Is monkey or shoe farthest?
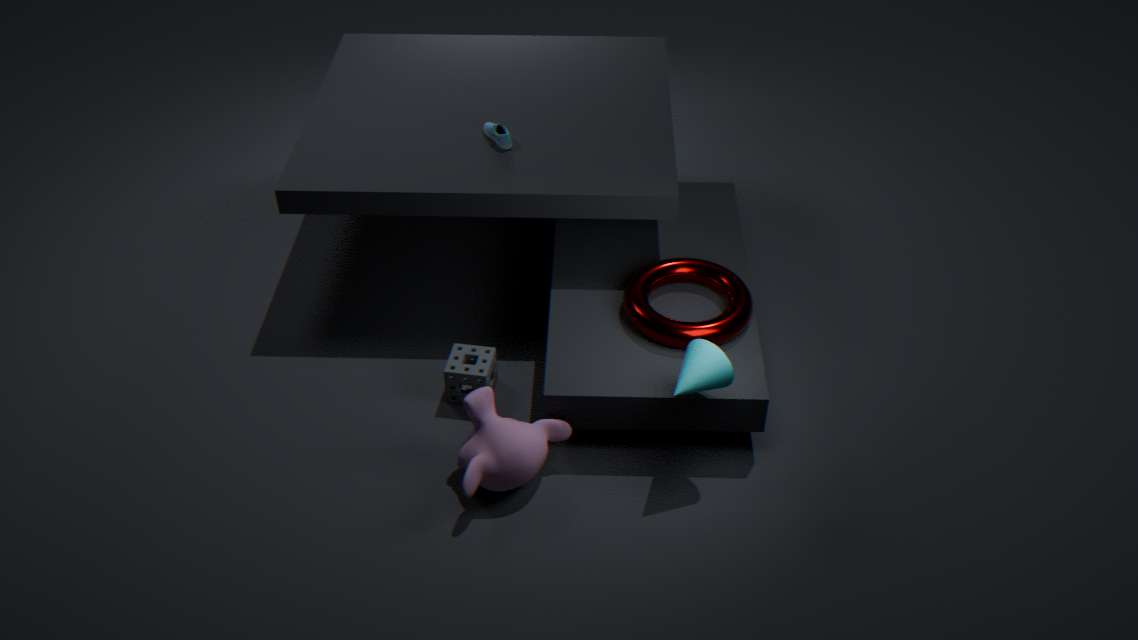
shoe
